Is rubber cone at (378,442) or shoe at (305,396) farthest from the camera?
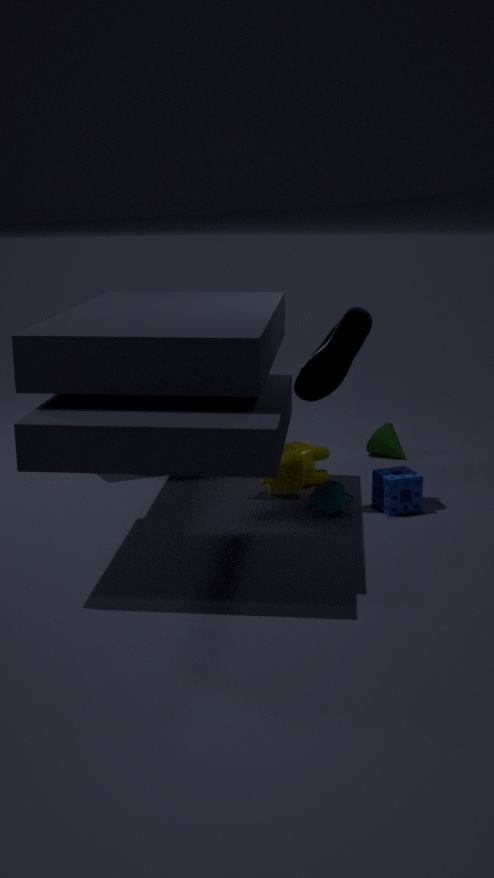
rubber cone at (378,442)
